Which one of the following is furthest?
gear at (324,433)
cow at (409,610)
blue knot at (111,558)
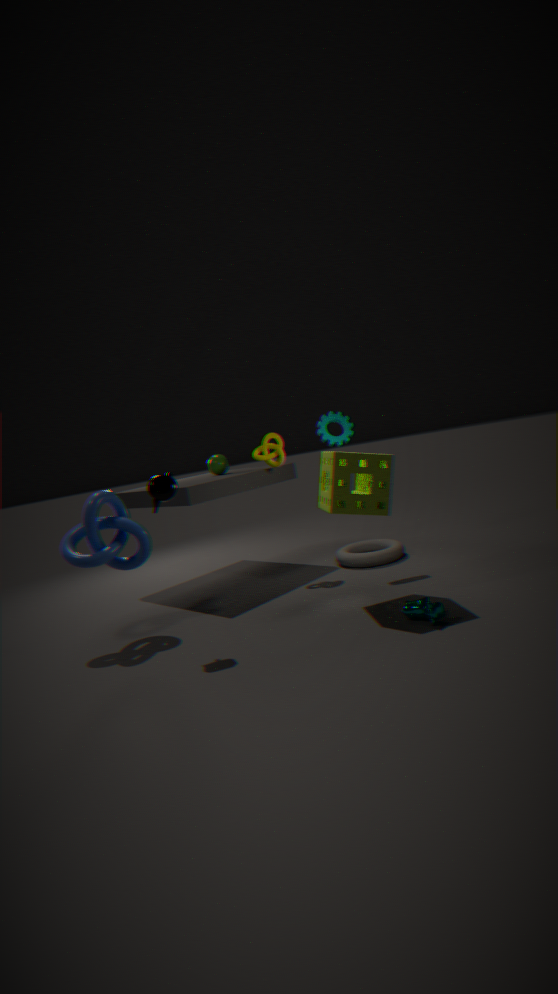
gear at (324,433)
